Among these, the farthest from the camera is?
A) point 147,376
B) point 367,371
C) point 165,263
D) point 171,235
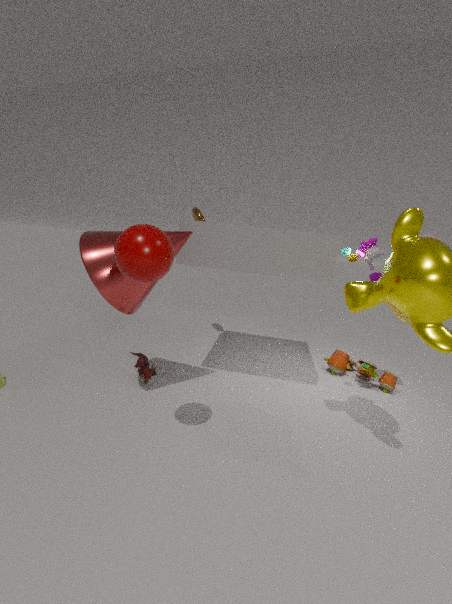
point 367,371
